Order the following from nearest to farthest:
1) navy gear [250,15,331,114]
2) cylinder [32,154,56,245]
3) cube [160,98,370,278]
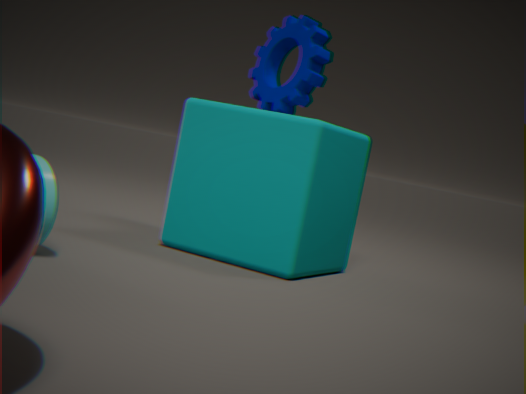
2. cylinder [32,154,56,245] → 3. cube [160,98,370,278] → 1. navy gear [250,15,331,114]
